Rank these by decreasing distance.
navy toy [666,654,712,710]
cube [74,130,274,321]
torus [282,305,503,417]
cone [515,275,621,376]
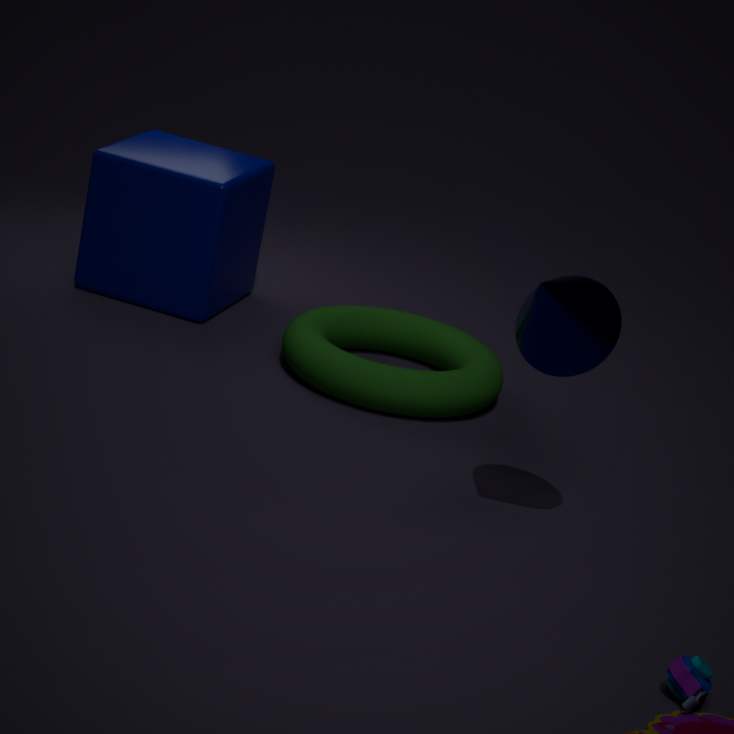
cube [74,130,274,321], torus [282,305,503,417], cone [515,275,621,376], navy toy [666,654,712,710]
